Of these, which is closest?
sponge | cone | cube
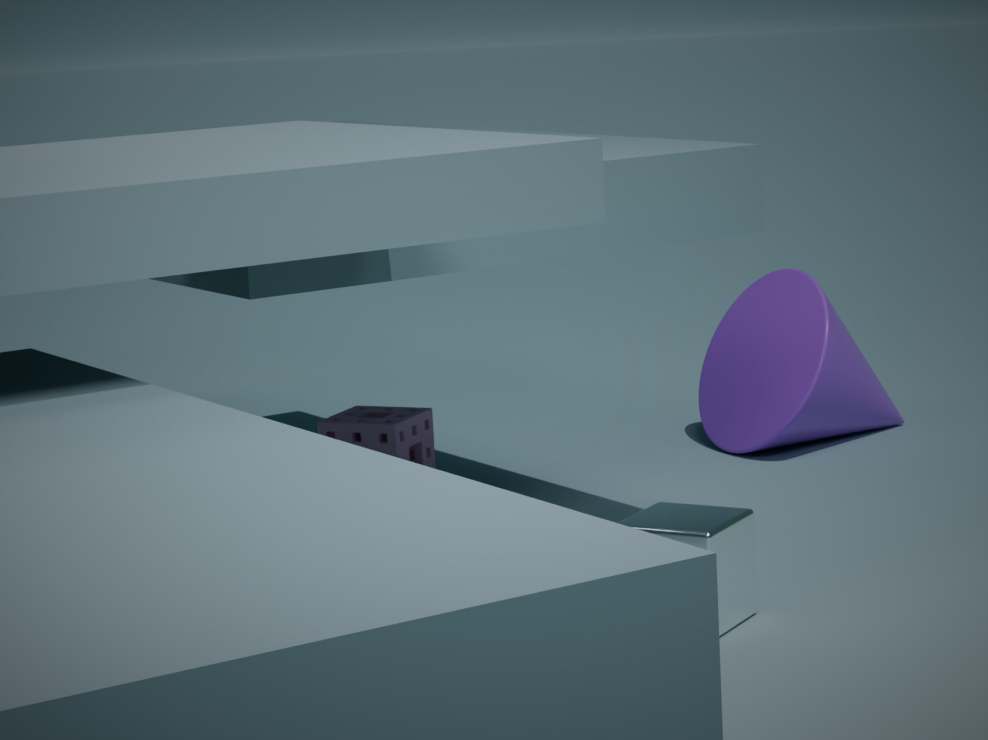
cube
